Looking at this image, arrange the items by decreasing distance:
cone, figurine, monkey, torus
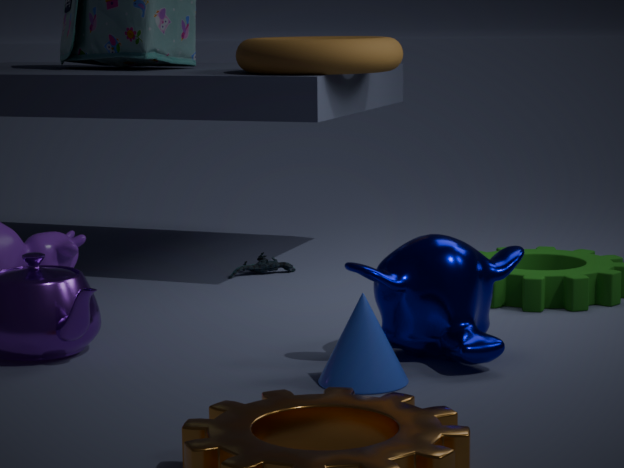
figurine < torus < monkey < cone
